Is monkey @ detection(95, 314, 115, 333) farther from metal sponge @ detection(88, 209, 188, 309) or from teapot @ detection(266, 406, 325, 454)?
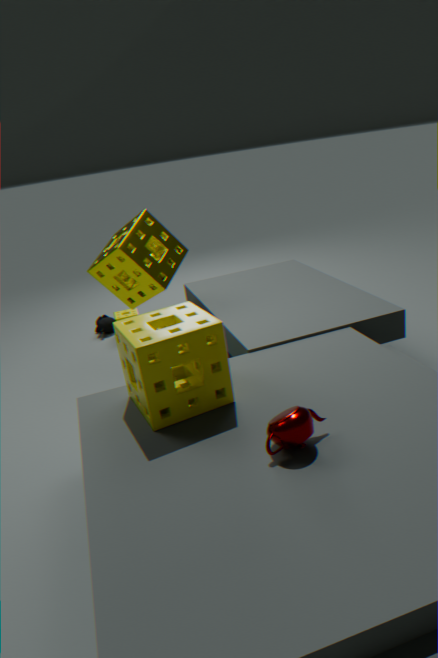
teapot @ detection(266, 406, 325, 454)
